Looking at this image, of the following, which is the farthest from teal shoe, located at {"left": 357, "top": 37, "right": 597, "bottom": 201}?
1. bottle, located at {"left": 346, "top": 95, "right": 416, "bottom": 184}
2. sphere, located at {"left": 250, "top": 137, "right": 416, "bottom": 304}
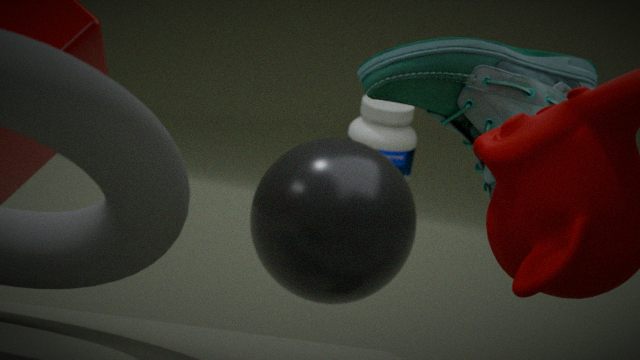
bottle, located at {"left": 346, "top": 95, "right": 416, "bottom": 184}
